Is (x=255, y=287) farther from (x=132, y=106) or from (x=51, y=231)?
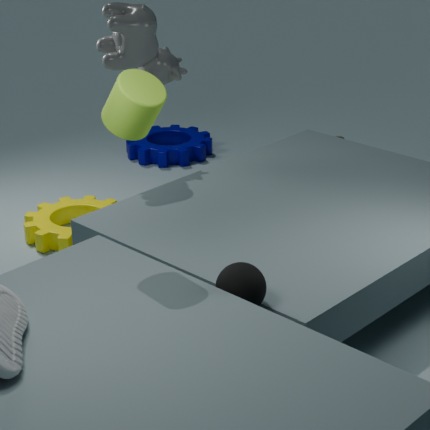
(x=51, y=231)
